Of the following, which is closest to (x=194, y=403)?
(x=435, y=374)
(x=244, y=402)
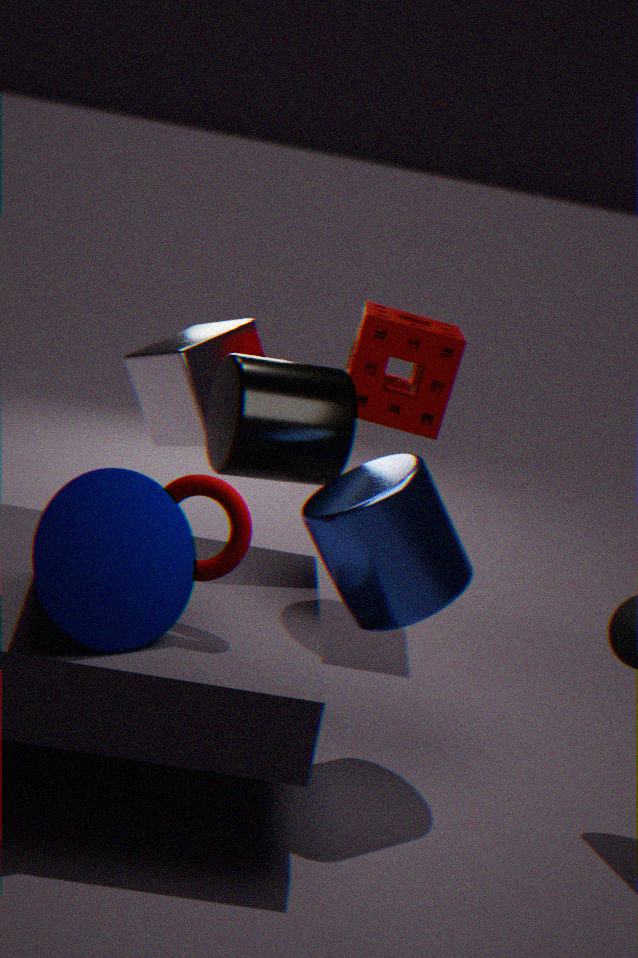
(x=435, y=374)
